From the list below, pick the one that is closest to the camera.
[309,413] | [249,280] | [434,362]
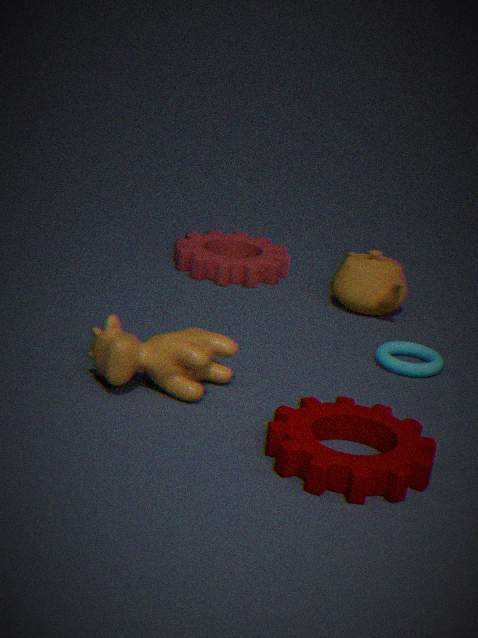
[309,413]
